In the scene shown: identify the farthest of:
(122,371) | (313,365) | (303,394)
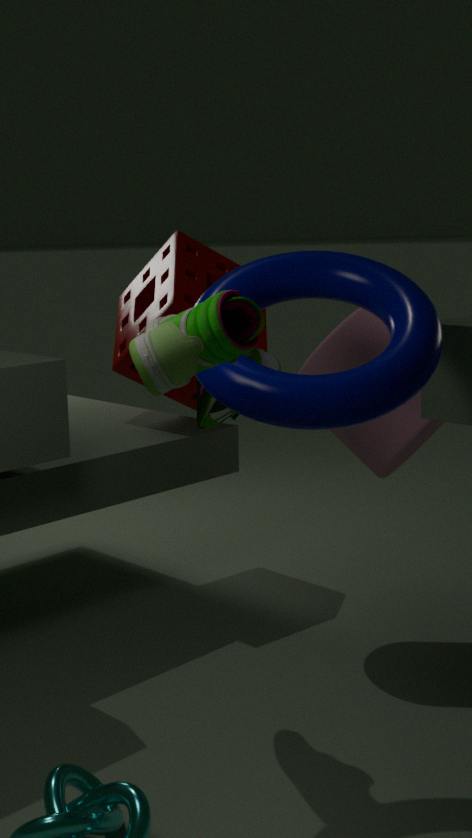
(122,371)
